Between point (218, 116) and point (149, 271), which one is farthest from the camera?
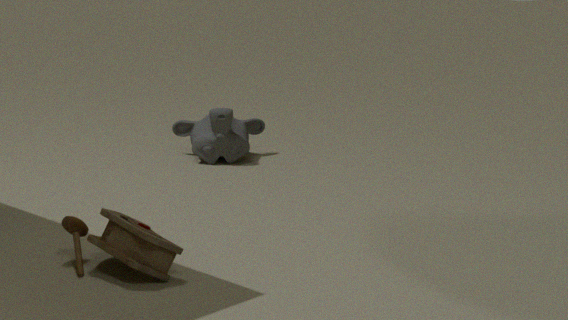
point (218, 116)
